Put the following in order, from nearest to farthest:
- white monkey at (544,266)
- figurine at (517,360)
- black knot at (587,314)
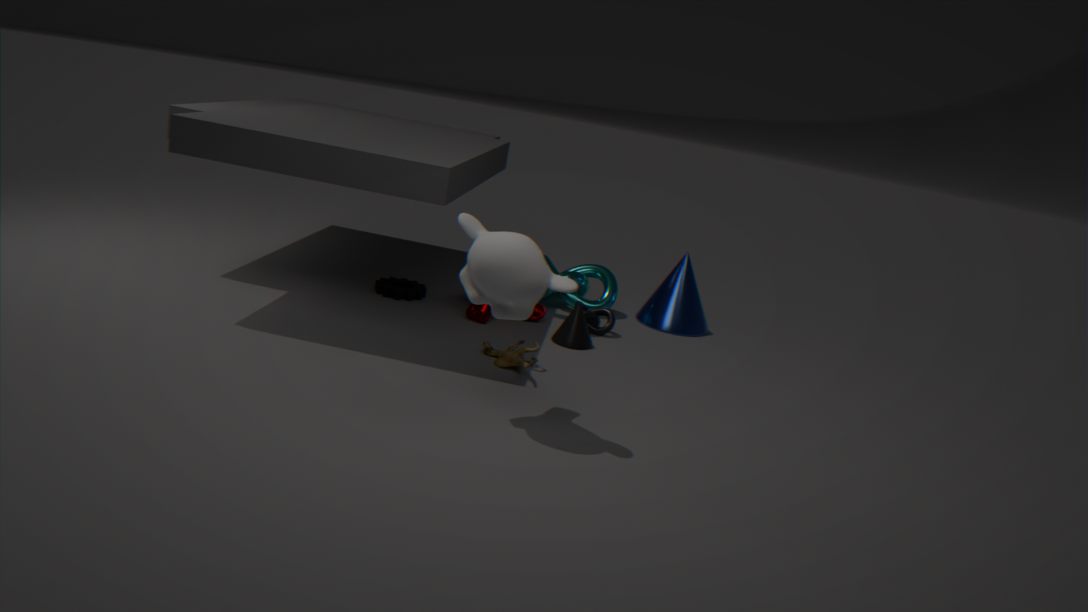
white monkey at (544,266) → figurine at (517,360) → black knot at (587,314)
